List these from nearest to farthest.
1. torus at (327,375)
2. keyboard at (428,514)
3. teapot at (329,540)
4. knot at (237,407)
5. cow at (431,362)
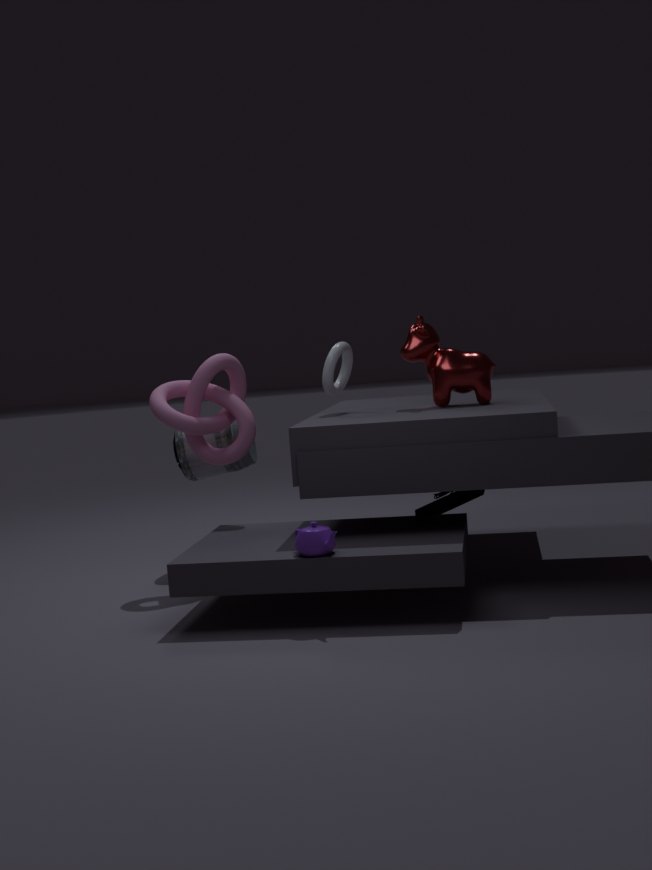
teapot at (329,540)
keyboard at (428,514)
cow at (431,362)
knot at (237,407)
torus at (327,375)
